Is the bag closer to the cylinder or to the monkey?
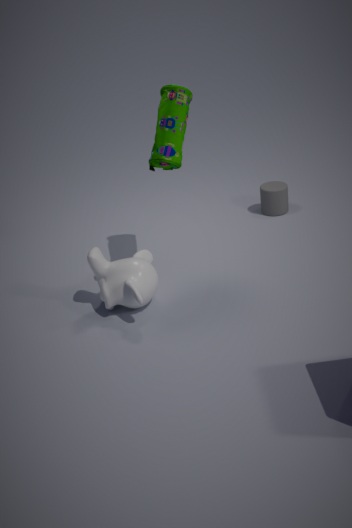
the monkey
